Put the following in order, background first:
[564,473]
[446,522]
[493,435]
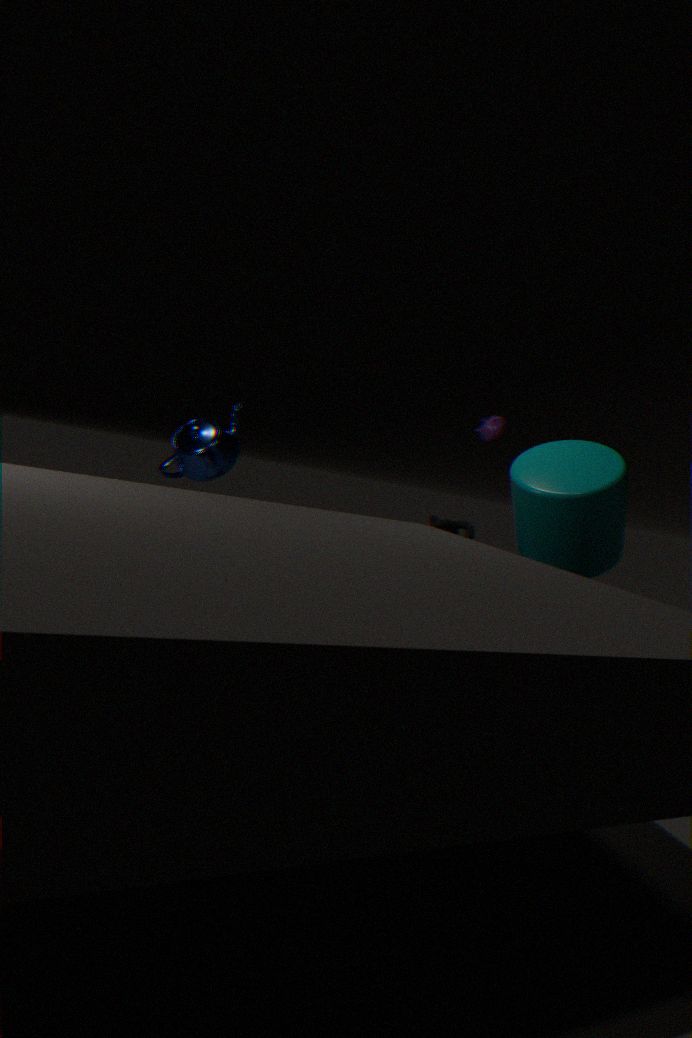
[493,435] → [446,522] → [564,473]
